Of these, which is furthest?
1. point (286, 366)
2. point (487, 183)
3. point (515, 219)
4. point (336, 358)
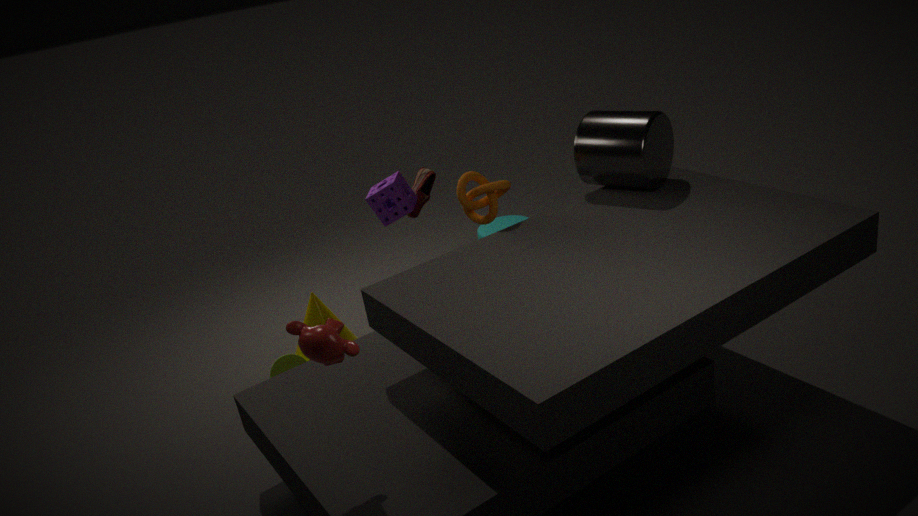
point (515, 219)
